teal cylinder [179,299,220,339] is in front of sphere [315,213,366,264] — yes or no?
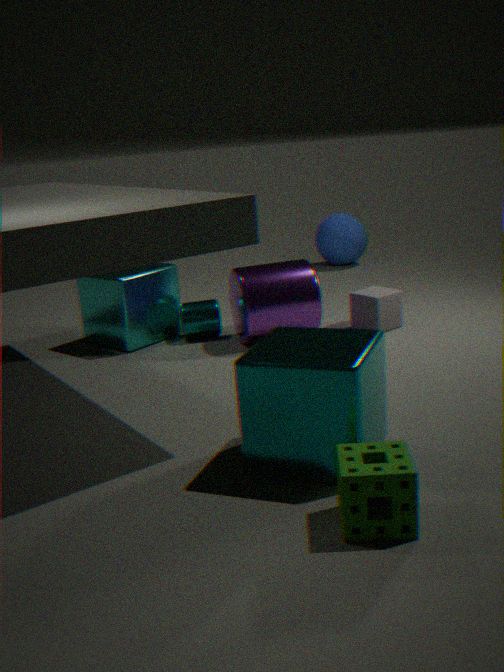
Yes
